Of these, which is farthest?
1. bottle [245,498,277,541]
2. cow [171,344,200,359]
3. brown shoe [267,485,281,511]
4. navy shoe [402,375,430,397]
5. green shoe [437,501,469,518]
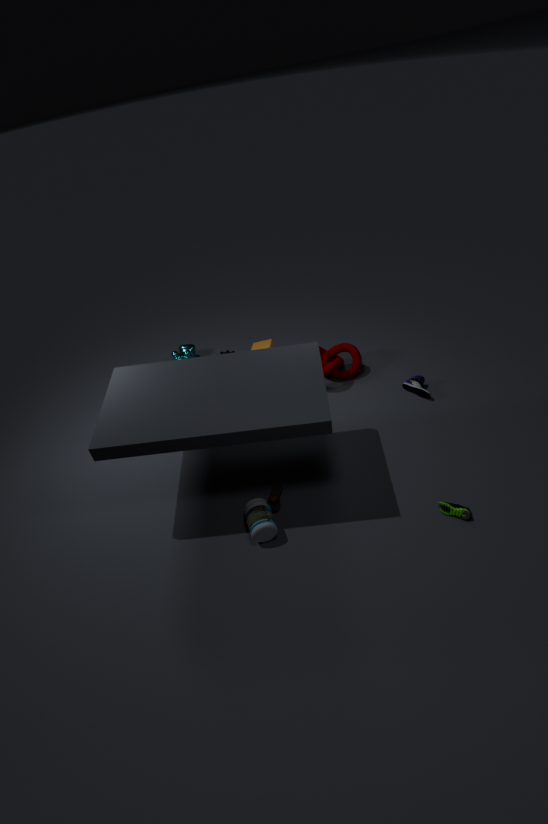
cow [171,344,200,359]
